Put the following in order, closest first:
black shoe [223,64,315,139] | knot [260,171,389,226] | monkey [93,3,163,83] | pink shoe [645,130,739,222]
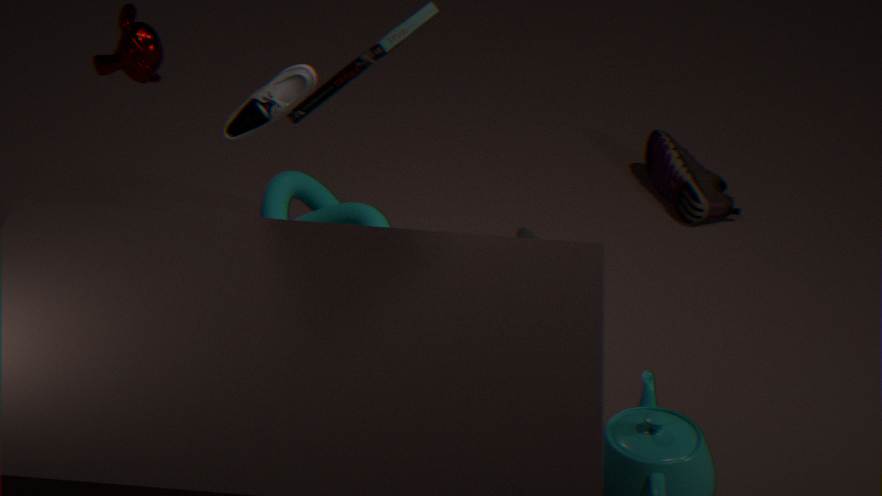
black shoe [223,64,315,139] → monkey [93,3,163,83] → knot [260,171,389,226] → pink shoe [645,130,739,222]
